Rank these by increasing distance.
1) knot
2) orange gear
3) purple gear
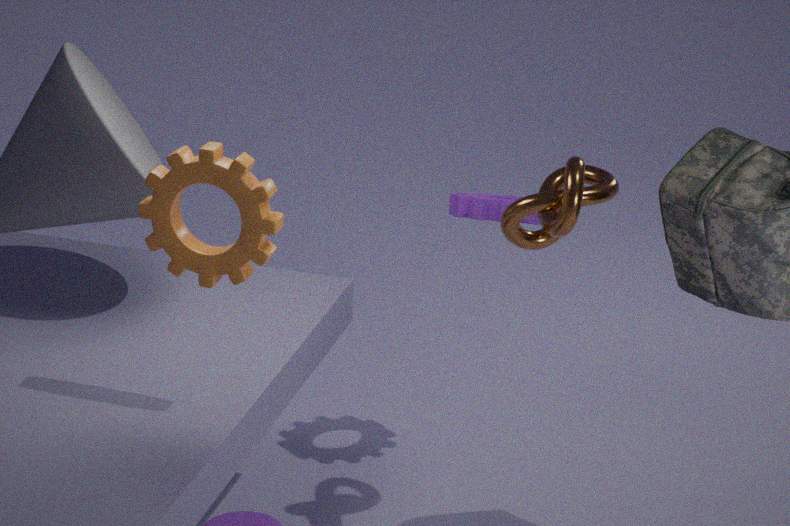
2. orange gear → 1. knot → 3. purple gear
